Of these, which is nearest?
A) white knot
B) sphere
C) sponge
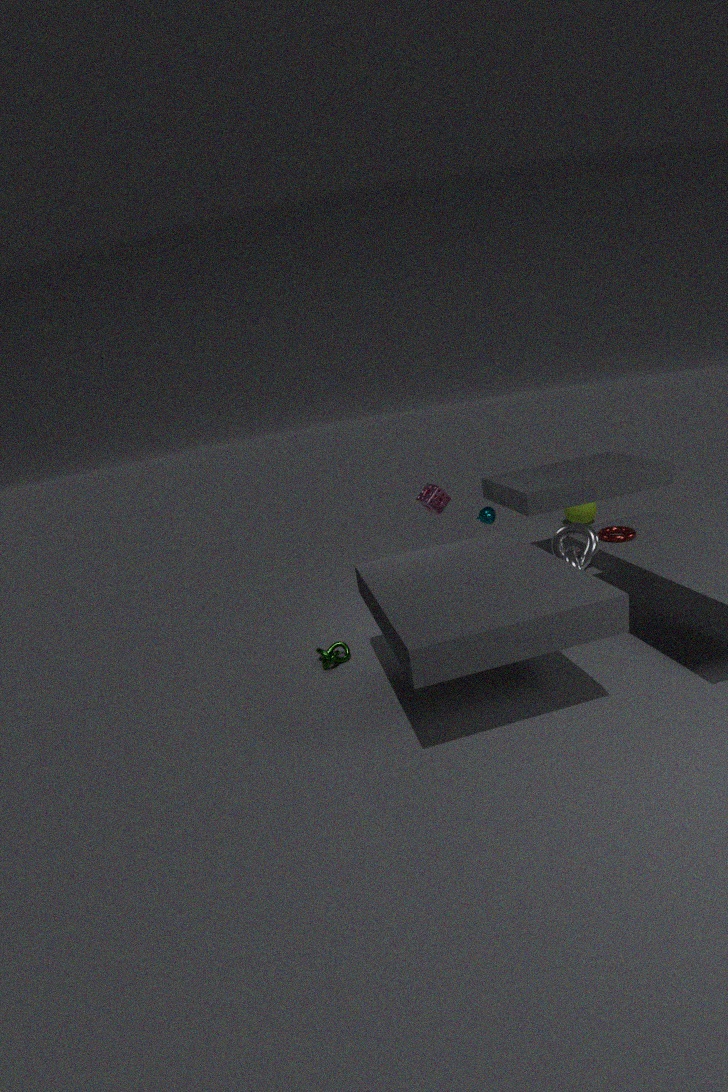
A. white knot
